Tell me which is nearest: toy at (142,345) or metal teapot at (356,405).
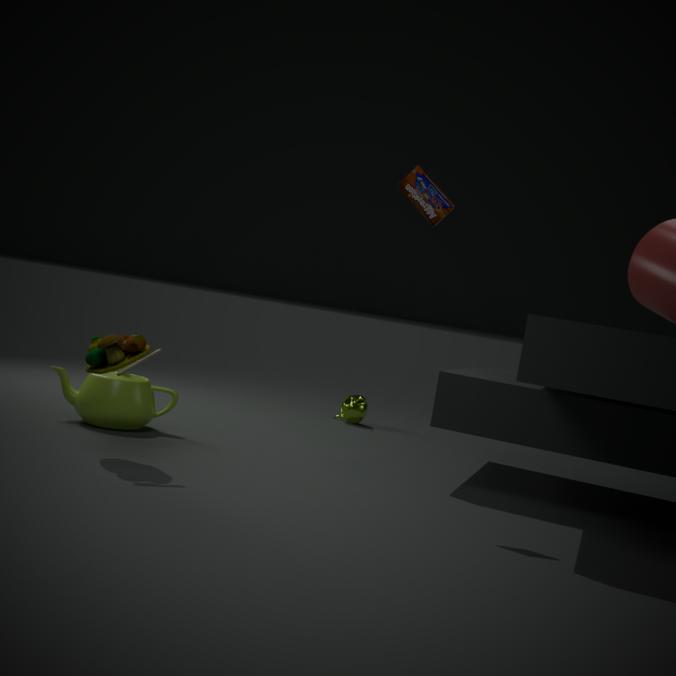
toy at (142,345)
